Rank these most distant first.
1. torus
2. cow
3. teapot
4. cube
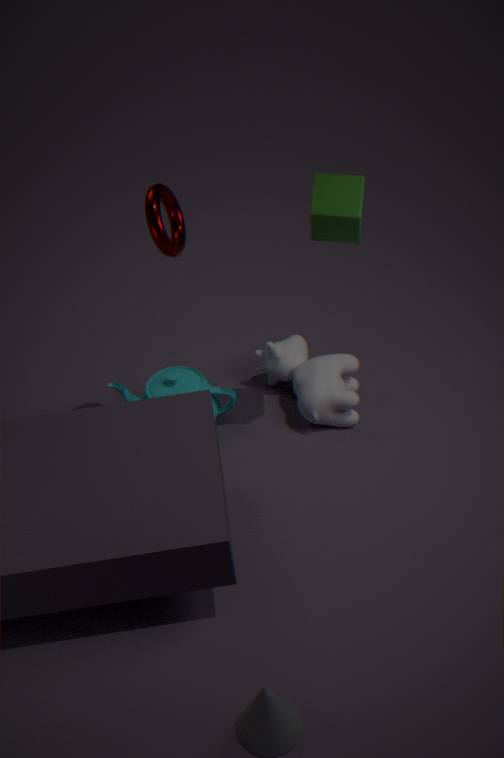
teapot < cow < cube < torus
